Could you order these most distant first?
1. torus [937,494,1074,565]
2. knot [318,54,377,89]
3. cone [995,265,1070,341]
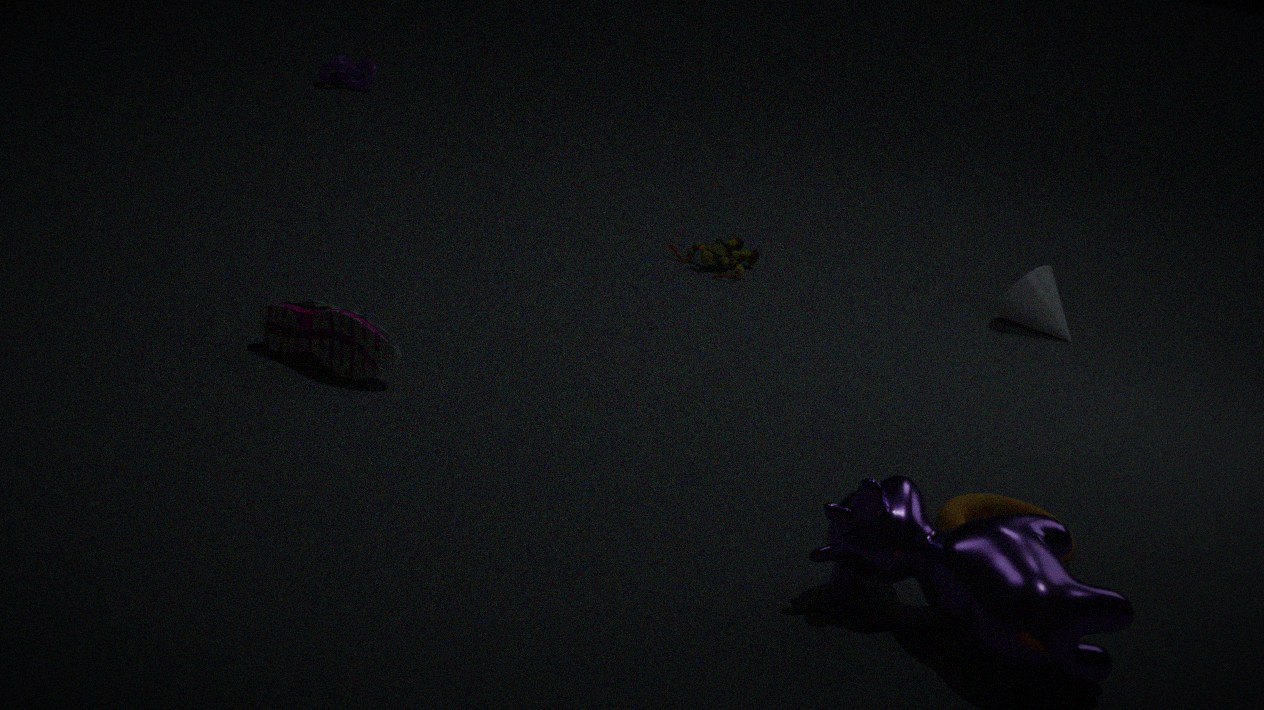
knot [318,54,377,89] < cone [995,265,1070,341] < torus [937,494,1074,565]
